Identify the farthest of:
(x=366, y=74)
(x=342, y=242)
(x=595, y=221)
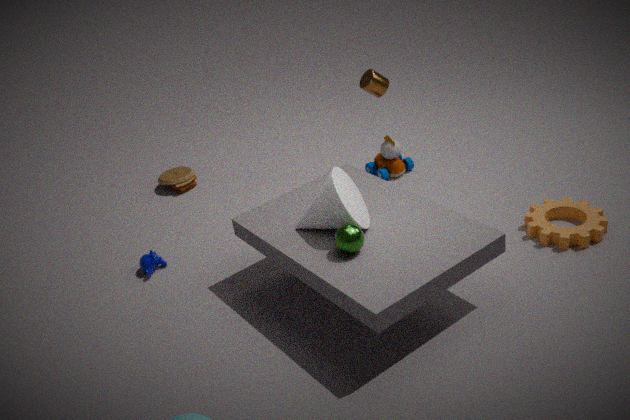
(x=366, y=74)
